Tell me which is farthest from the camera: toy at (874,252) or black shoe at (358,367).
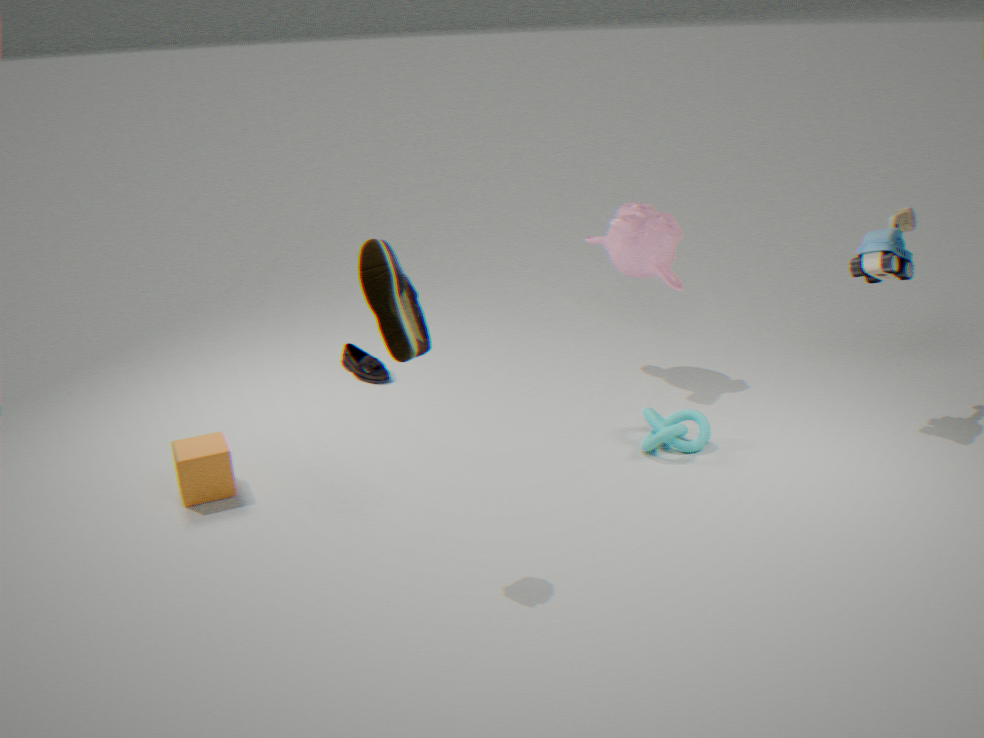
black shoe at (358,367)
